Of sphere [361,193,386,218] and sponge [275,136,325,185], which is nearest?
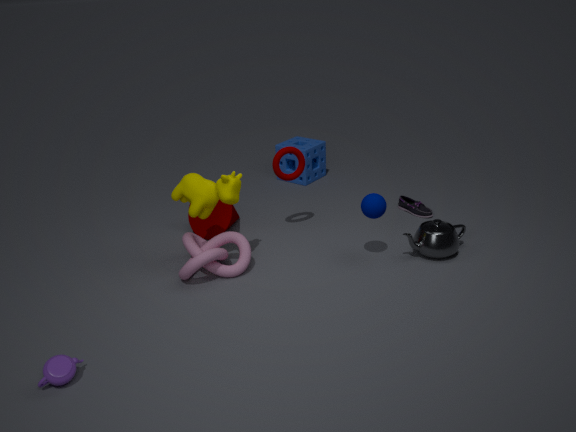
sphere [361,193,386,218]
